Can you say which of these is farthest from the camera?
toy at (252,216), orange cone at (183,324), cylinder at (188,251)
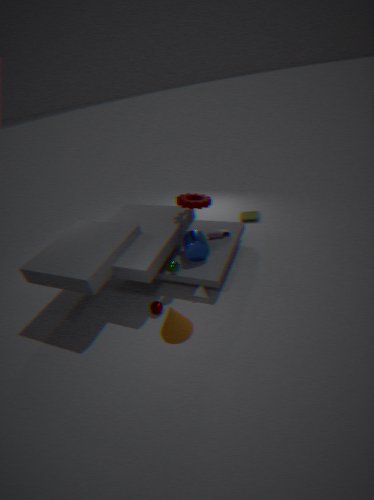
toy at (252,216)
